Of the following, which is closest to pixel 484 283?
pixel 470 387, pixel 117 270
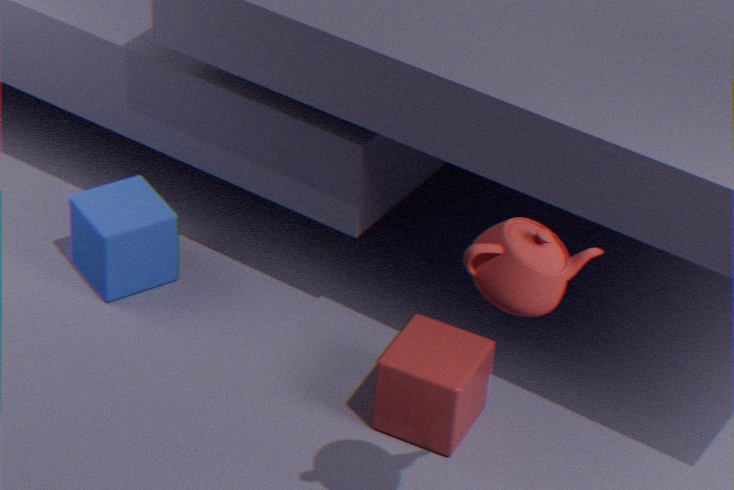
pixel 470 387
